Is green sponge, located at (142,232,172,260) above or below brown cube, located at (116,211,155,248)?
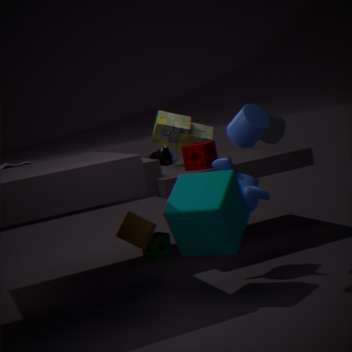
below
